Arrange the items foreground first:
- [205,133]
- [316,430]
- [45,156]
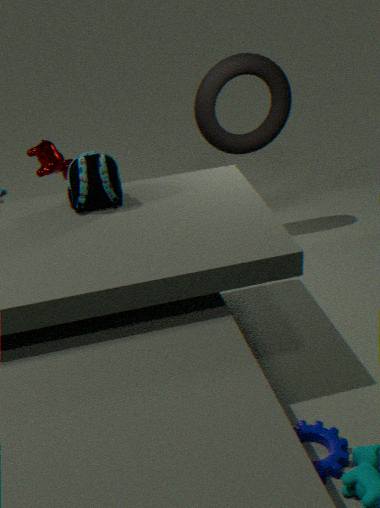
[316,430]
[45,156]
[205,133]
